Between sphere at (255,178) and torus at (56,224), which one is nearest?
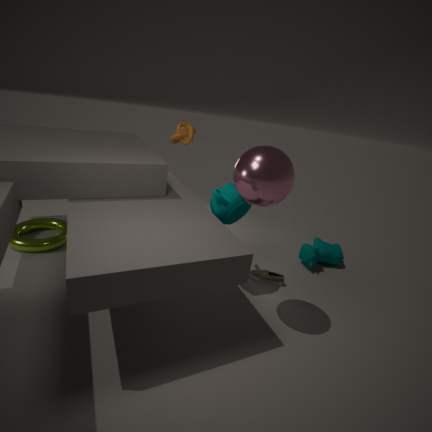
sphere at (255,178)
